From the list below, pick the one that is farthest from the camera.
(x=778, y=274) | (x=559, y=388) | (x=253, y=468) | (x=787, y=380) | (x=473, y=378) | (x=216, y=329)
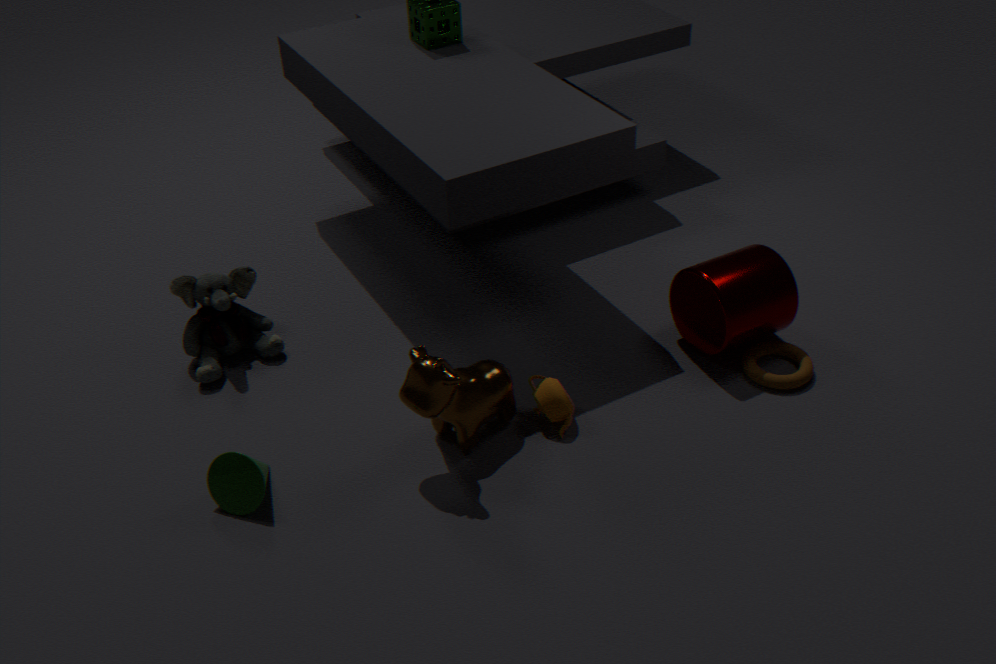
(x=216, y=329)
